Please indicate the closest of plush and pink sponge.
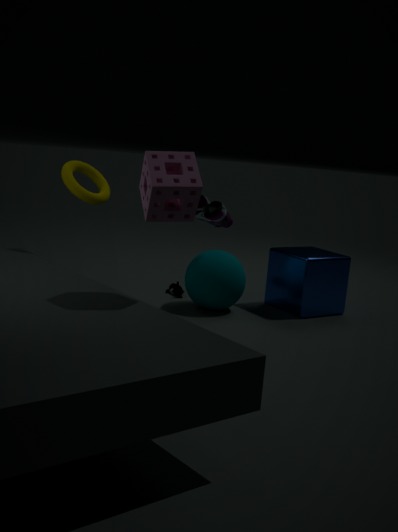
pink sponge
